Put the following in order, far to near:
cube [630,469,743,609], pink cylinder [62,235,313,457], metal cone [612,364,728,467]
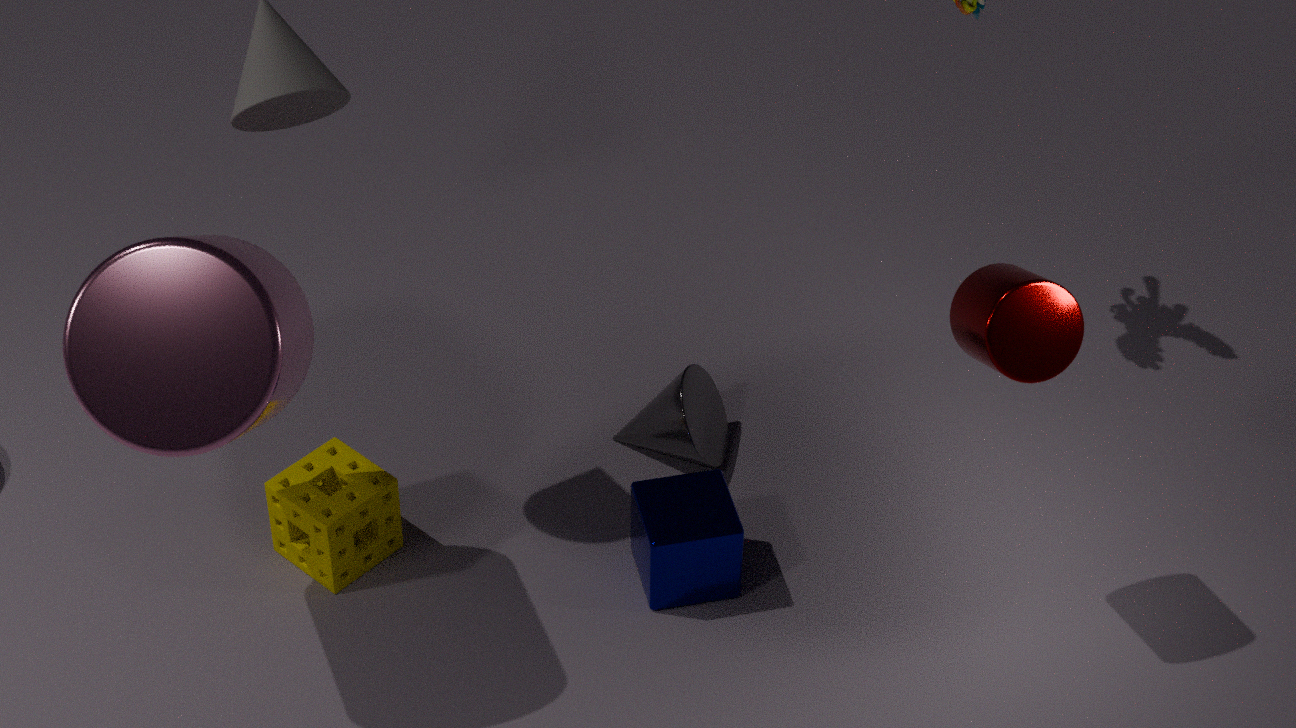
1. metal cone [612,364,728,467]
2. cube [630,469,743,609]
3. pink cylinder [62,235,313,457]
